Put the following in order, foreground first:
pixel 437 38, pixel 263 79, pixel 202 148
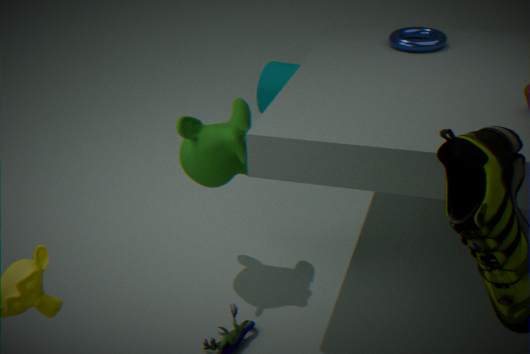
1. pixel 202 148
2. pixel 437 38
3. pixel 263 79
